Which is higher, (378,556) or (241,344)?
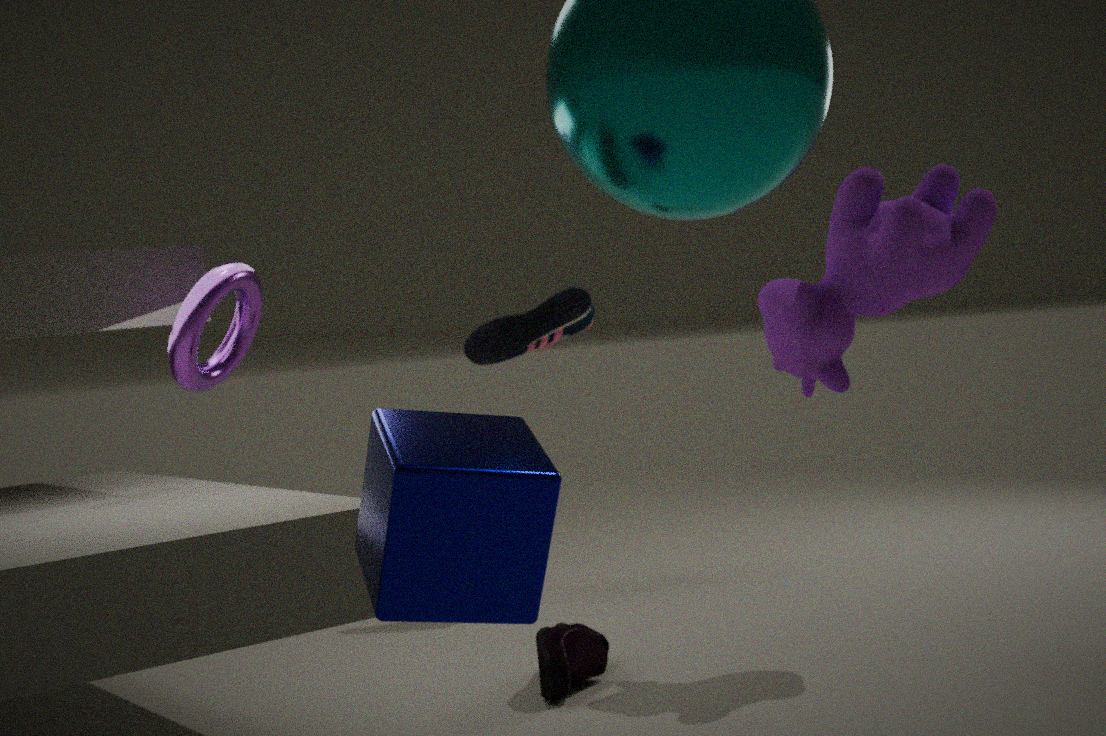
(241,344)
